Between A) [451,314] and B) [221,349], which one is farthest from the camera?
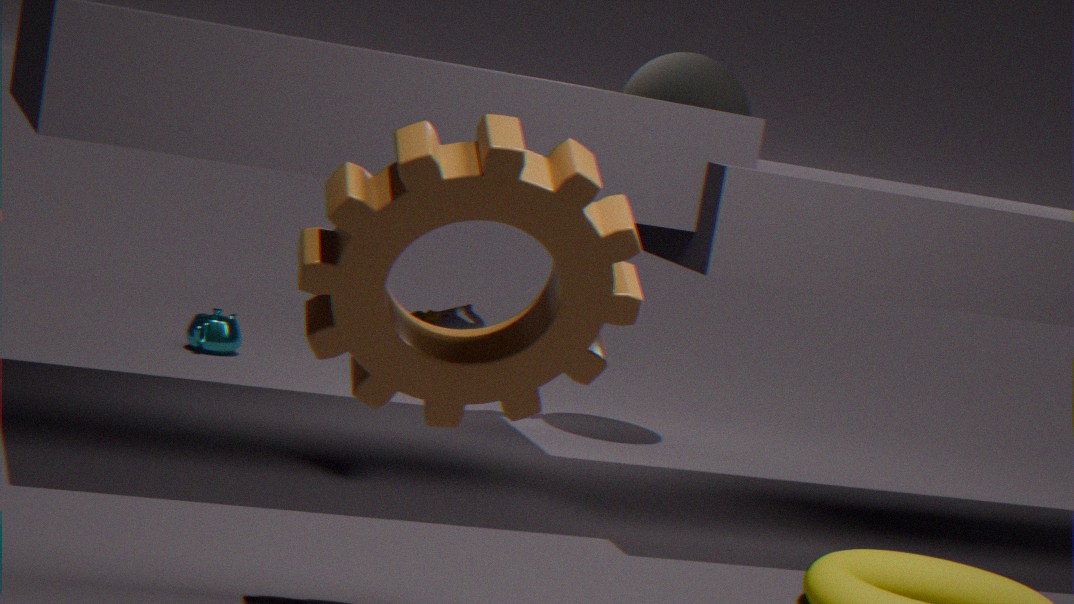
B. [221,349]
